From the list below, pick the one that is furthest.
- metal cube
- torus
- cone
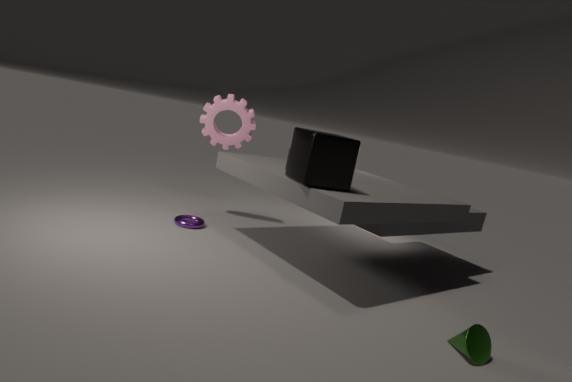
torus
